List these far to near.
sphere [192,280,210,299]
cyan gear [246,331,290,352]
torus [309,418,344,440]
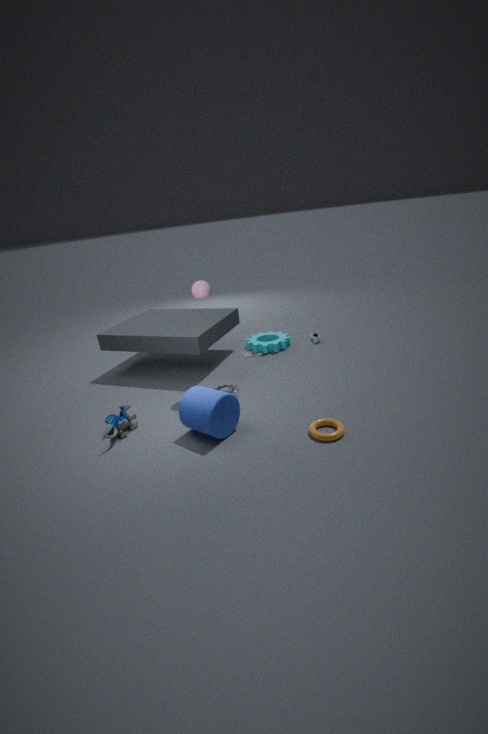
cyan gear [246,331,290,352]
sphere [192,280,210,299]
torus [309,418,344,440]
